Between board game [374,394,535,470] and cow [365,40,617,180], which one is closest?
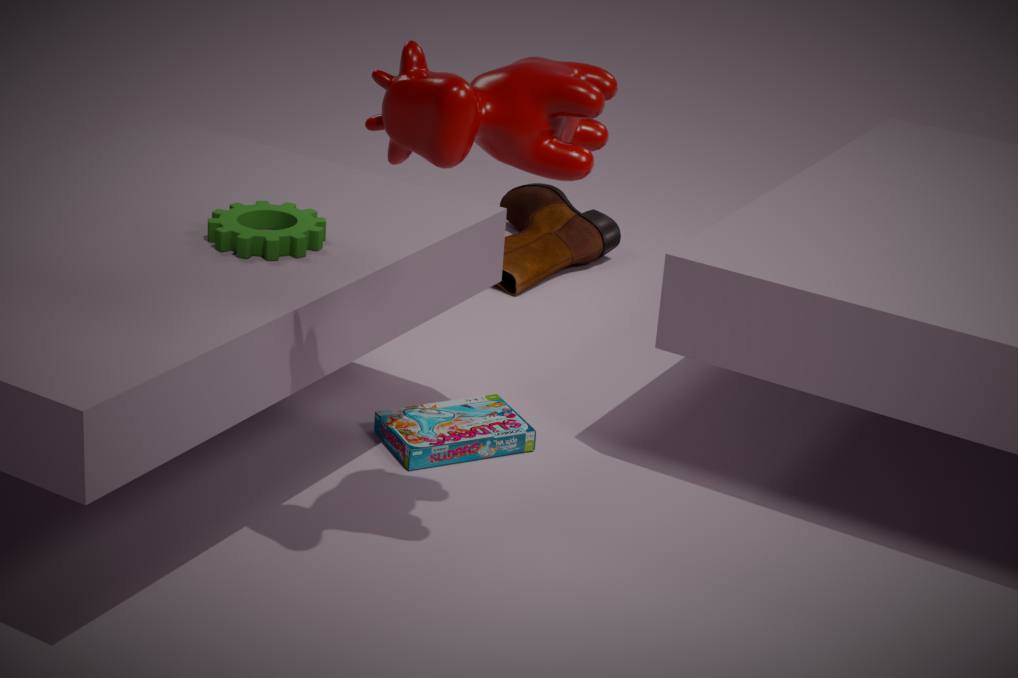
cow [365,40,617,180]
